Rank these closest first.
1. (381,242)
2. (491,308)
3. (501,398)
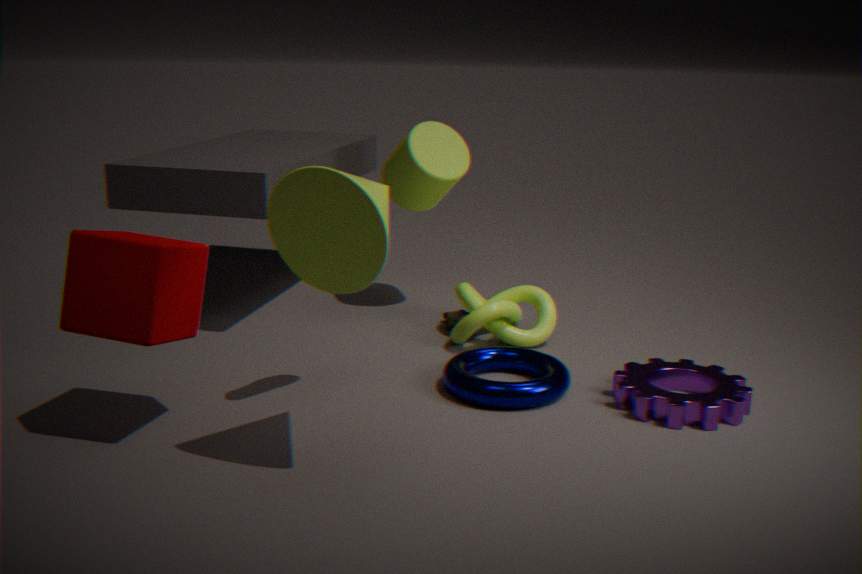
1. (381,242)
2. (501,398)
3. (491,308)
